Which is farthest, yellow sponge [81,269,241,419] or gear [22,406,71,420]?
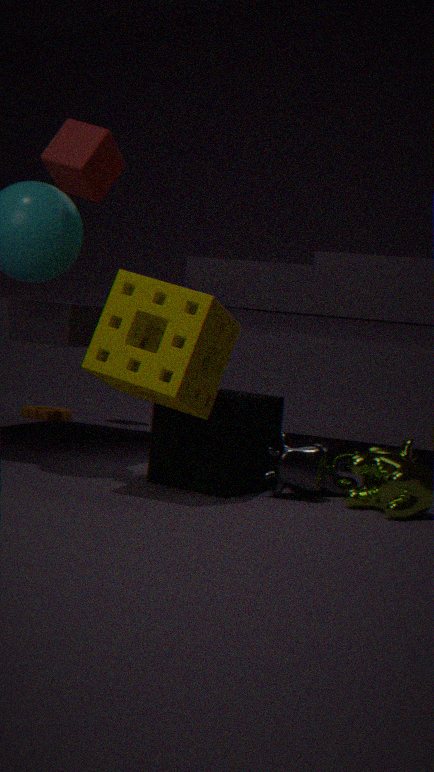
gear [22,406,71,420]
